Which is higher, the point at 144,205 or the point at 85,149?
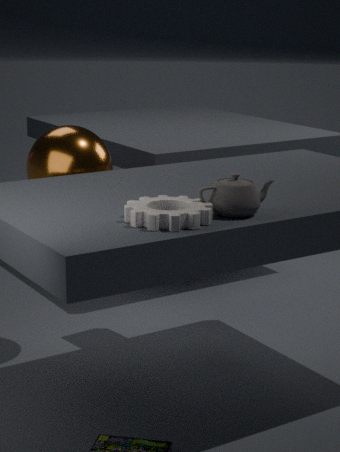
the point at 144,205
